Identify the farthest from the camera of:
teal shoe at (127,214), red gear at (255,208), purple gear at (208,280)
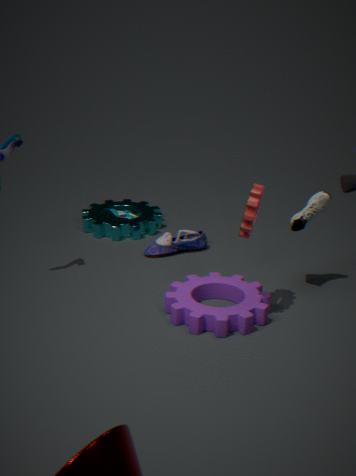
teal shoe at (127,214)
